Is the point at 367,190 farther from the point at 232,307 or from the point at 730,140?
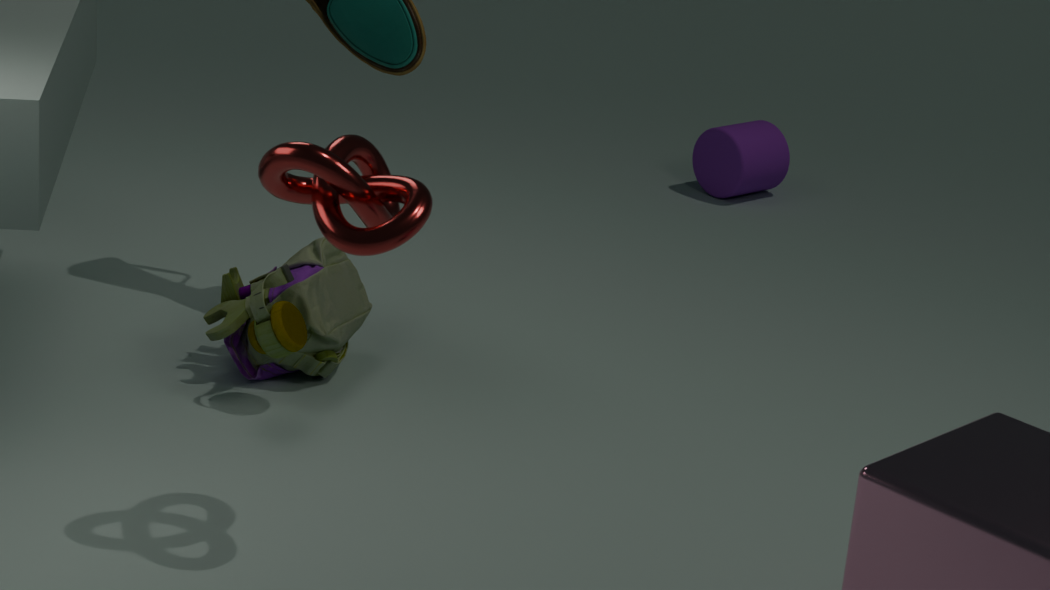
the point at 730,140
